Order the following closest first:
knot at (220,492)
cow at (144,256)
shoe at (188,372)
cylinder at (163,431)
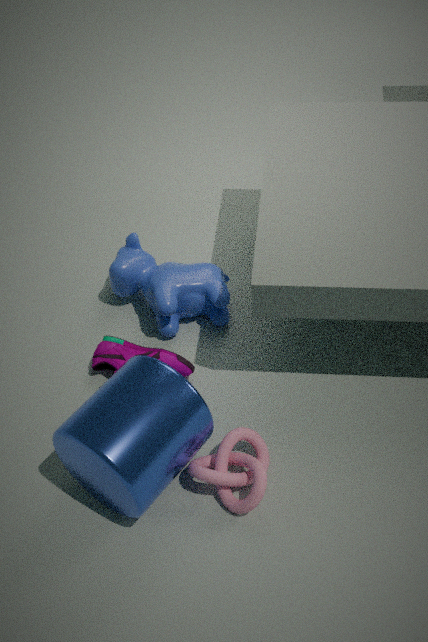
cylinder at (163,431) → knot at (220,492) → shoe at (188,372) → cow at (144,256)
